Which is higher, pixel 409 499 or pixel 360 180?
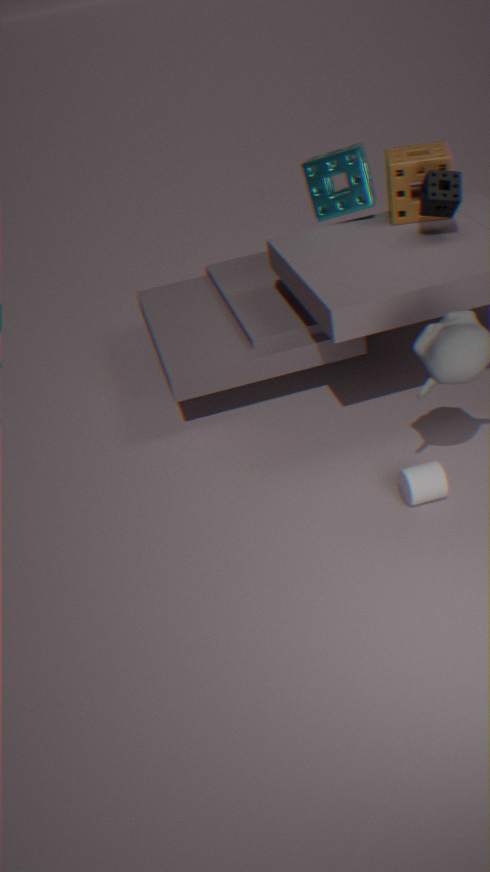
pixel 360 180
